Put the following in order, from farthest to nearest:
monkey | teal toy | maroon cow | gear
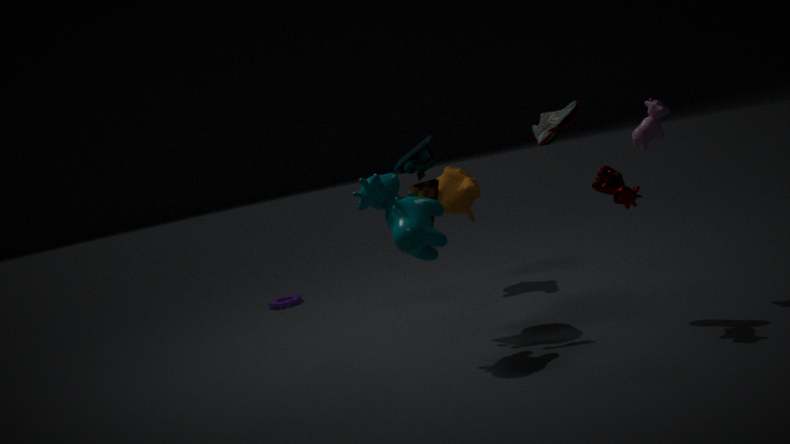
1. gear
2. monkey
3. teal toy
4. maroon cow
